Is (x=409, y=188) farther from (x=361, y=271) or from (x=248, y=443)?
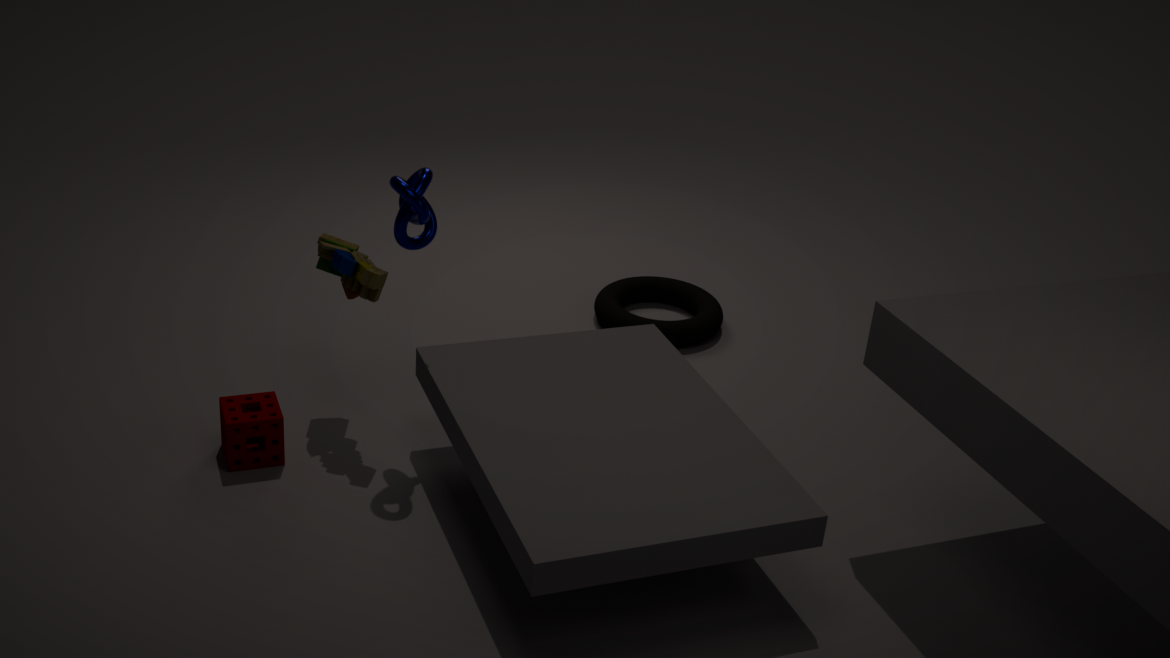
(x=248, y=443)
